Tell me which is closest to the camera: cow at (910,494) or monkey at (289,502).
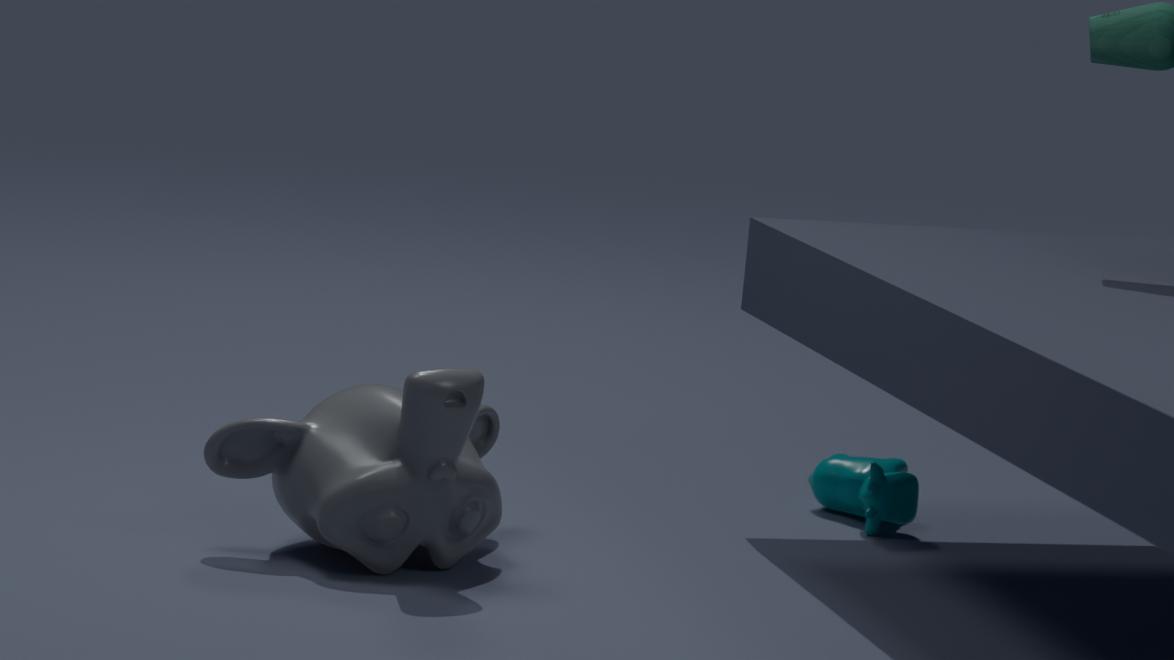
monkey at (289,502)
